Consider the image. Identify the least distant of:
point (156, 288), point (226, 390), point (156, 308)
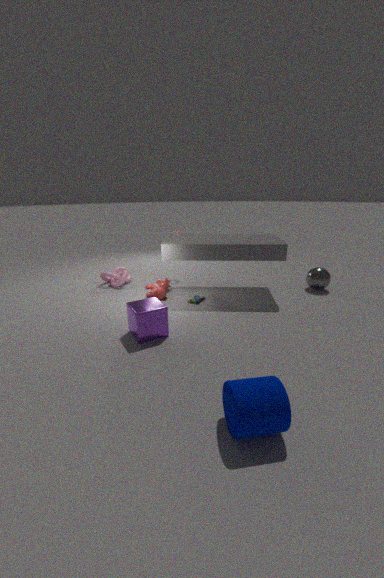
point (226, 390)
